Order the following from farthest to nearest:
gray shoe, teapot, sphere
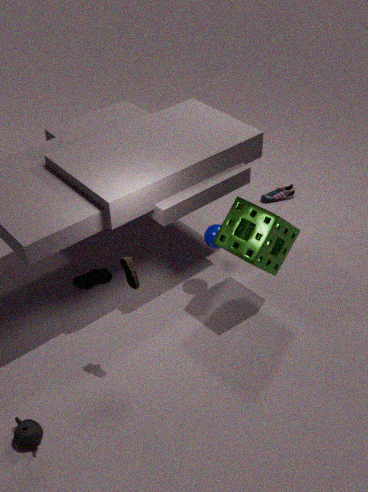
gray shoe, sphere, teapot
